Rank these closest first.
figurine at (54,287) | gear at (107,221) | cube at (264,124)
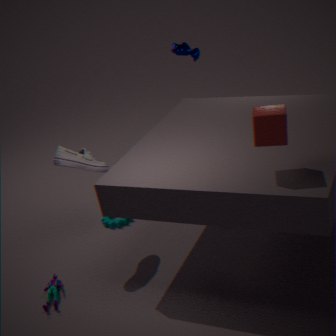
cube at (264,124) < figurine at (54,287) < gear at (107,221)
